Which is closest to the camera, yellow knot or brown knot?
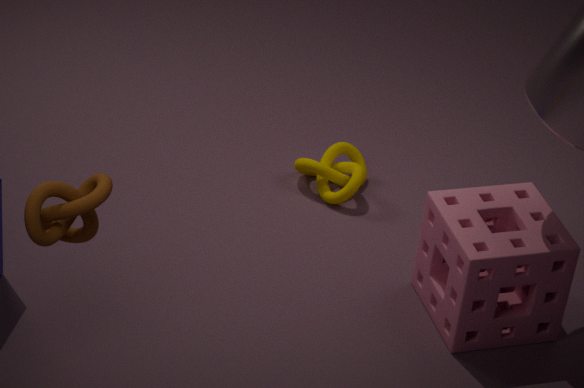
brown knot
